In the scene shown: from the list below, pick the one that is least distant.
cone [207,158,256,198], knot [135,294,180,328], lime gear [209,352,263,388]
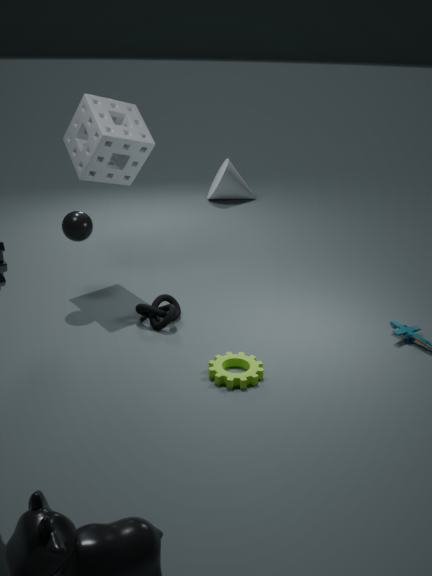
lime gear [209,352,263,388]
